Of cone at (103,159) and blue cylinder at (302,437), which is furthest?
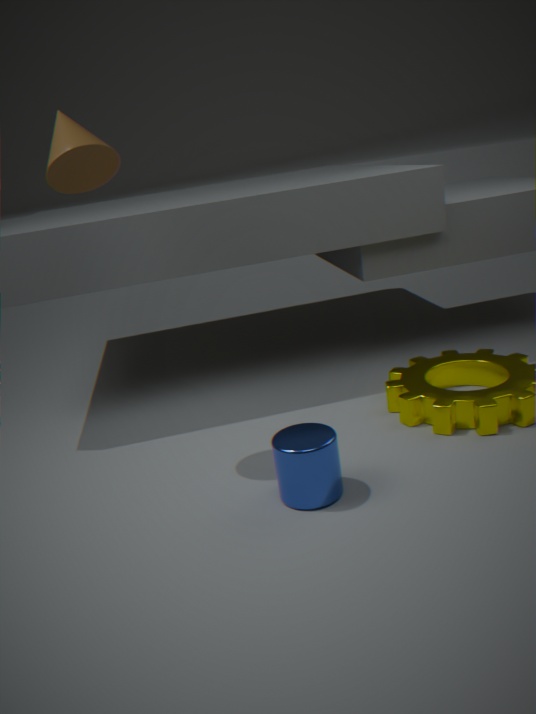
cone at (103,159)
